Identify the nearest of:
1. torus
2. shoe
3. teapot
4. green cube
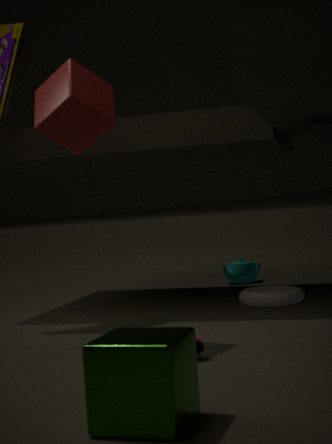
green cube
